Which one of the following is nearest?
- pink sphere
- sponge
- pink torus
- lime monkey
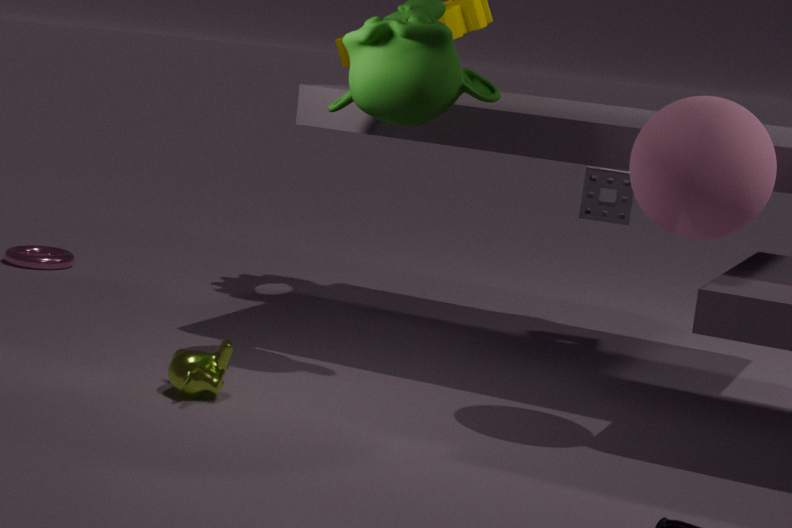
pink sphere
